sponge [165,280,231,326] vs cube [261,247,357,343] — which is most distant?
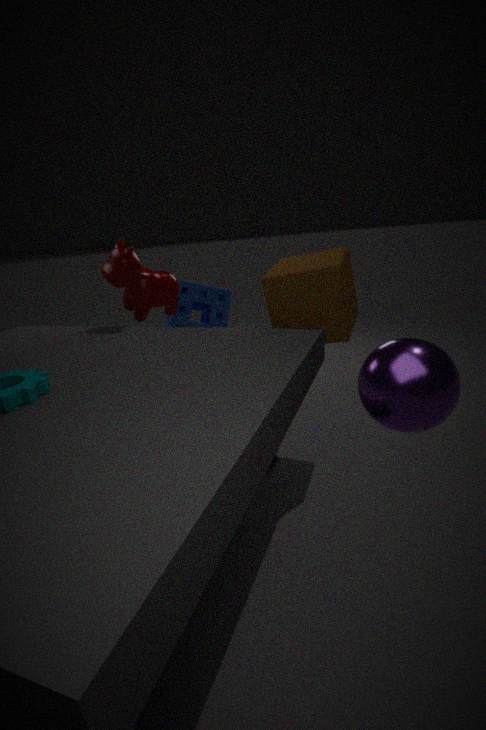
sponge [165,280,231,326]
